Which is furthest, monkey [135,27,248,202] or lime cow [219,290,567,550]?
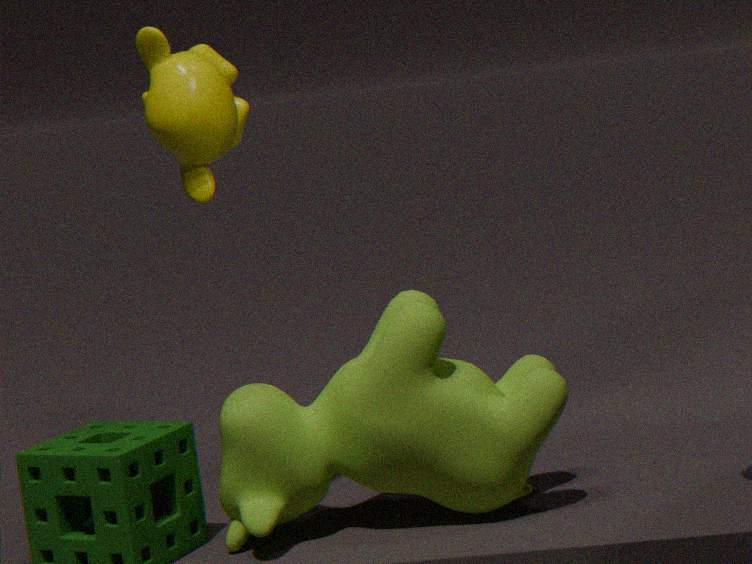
monkey [135,27,248,202]
